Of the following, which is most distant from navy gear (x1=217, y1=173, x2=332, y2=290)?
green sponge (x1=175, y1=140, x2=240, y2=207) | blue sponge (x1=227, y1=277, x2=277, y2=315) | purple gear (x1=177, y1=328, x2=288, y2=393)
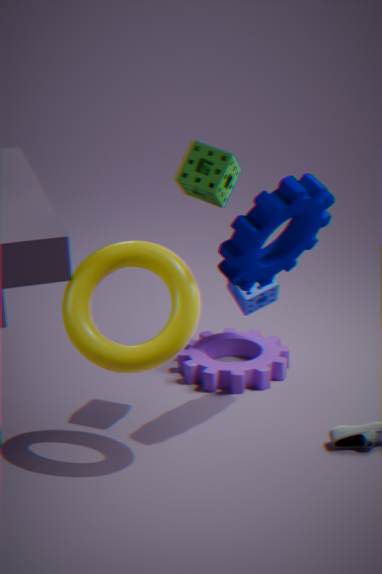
purple gear (x1=177, y1=328, x2=288, y2=393)
